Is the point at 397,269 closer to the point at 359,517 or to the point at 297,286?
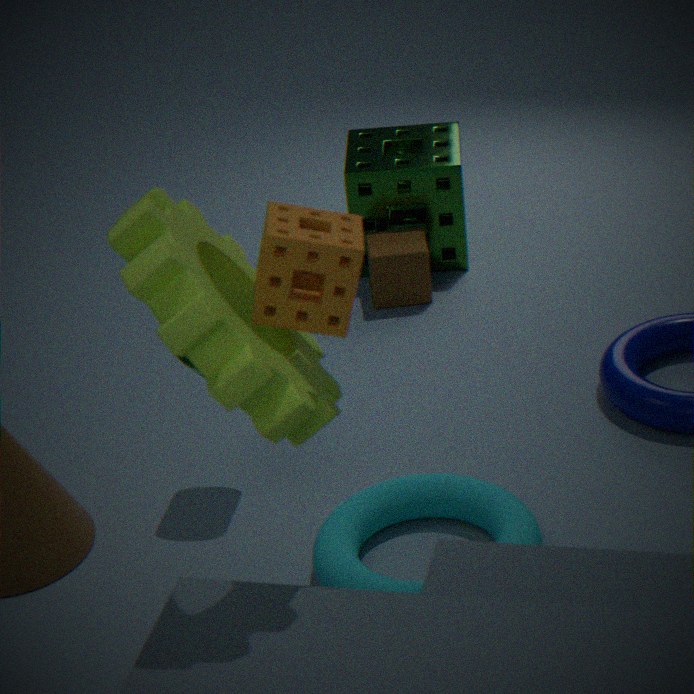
the point at 359,517
